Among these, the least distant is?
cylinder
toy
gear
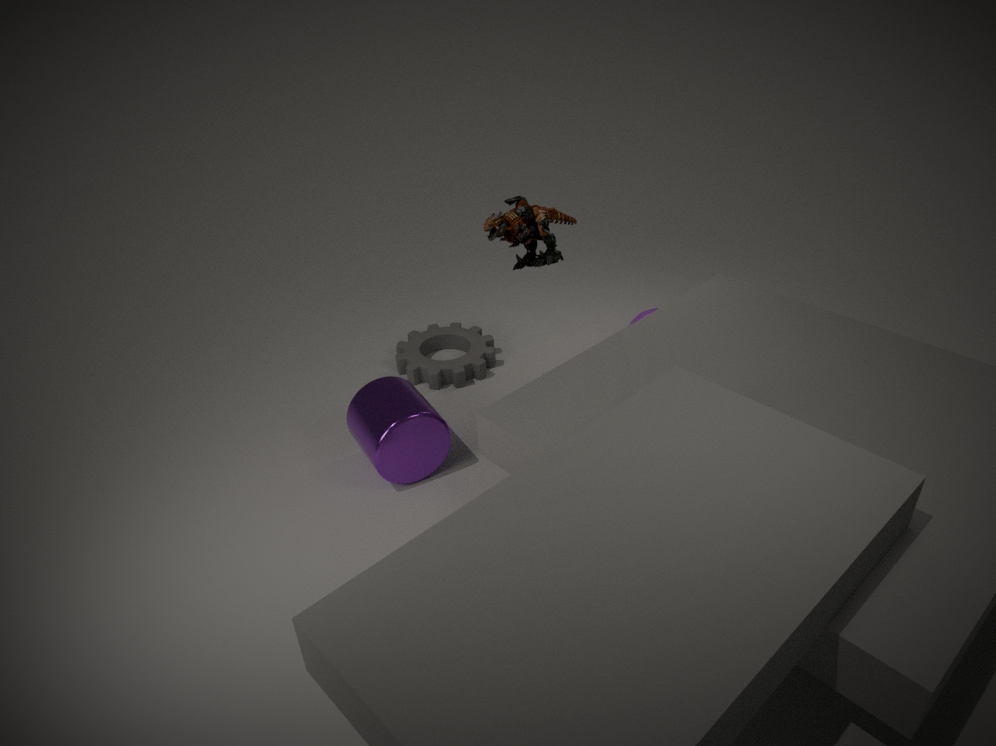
cylinder
